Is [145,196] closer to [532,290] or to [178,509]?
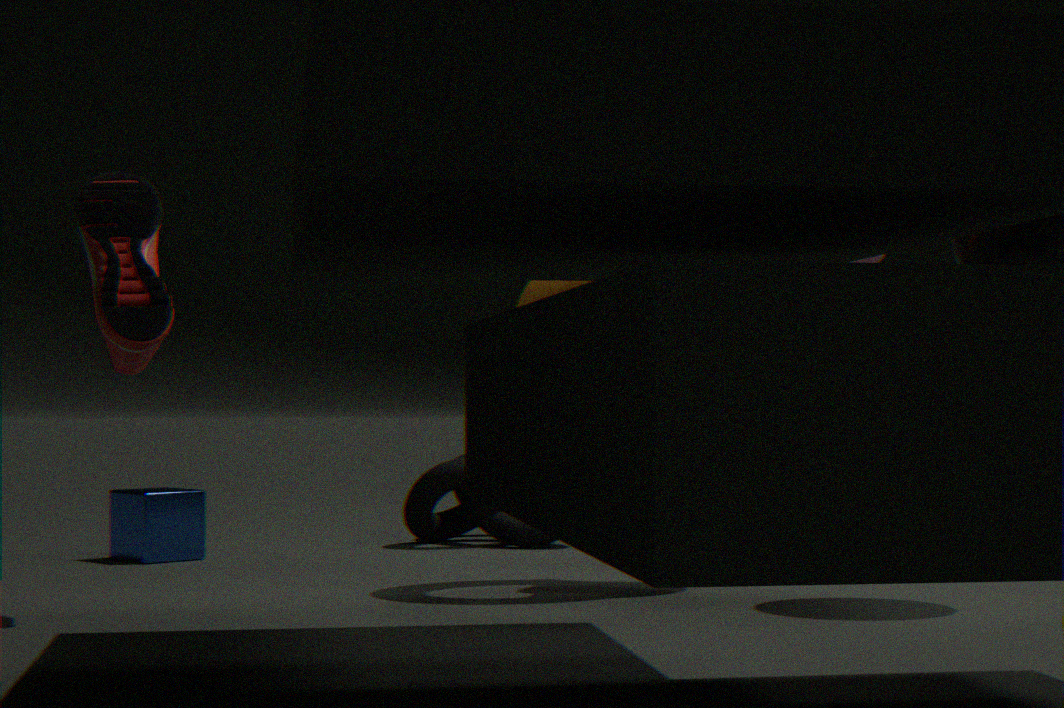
[532,290]
